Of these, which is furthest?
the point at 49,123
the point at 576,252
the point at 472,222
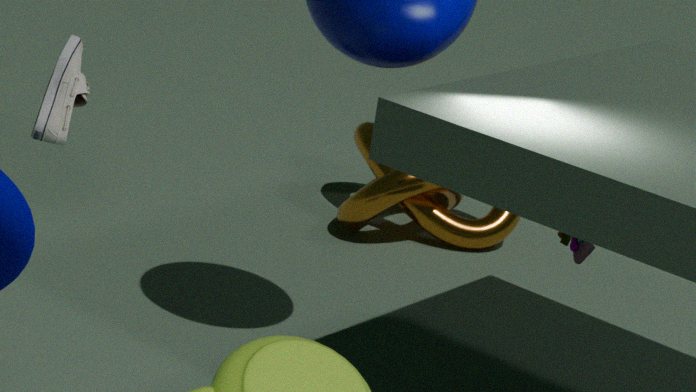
the point at 472,222
